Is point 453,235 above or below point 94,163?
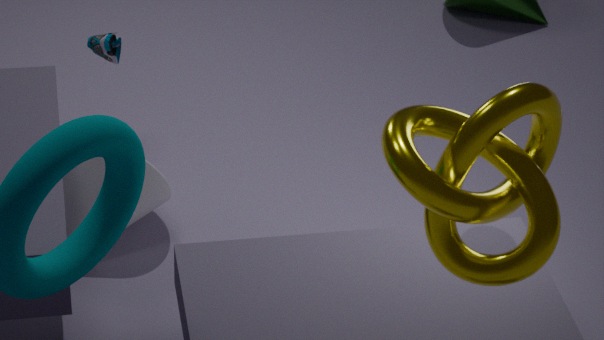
above
